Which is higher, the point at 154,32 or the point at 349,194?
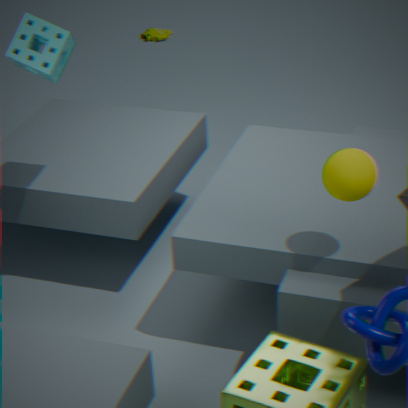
the point at 349,194
